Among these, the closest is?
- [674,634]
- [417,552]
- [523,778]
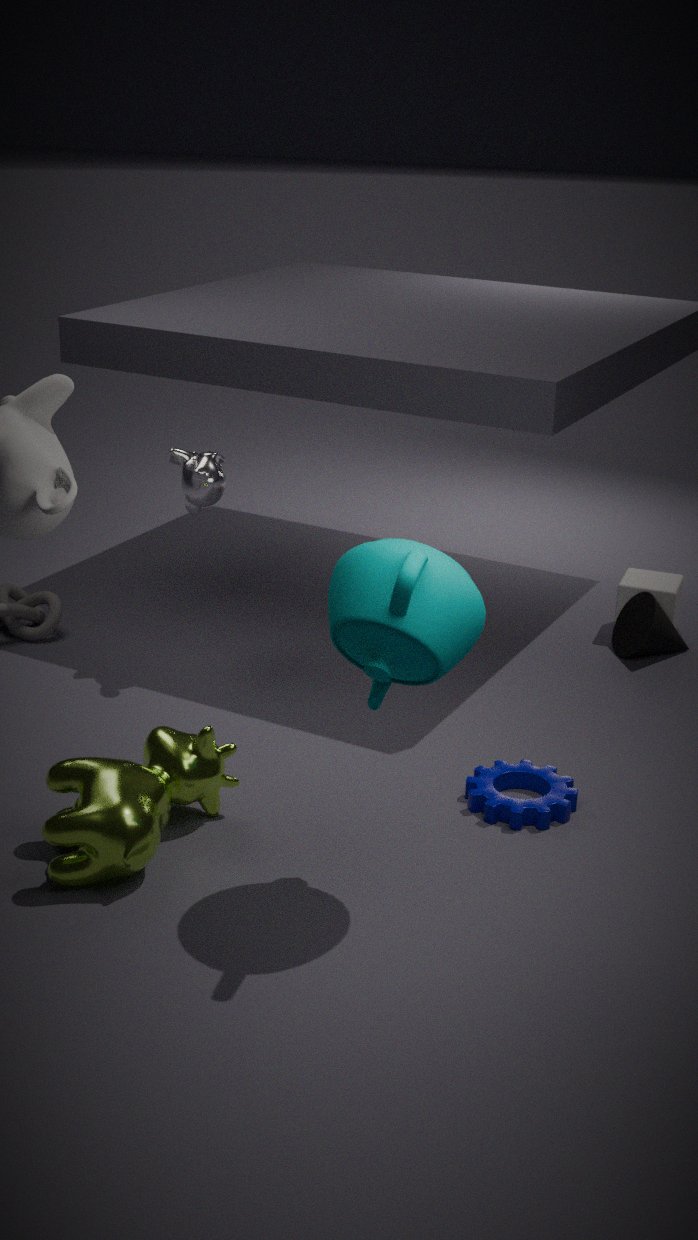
[417,552]
